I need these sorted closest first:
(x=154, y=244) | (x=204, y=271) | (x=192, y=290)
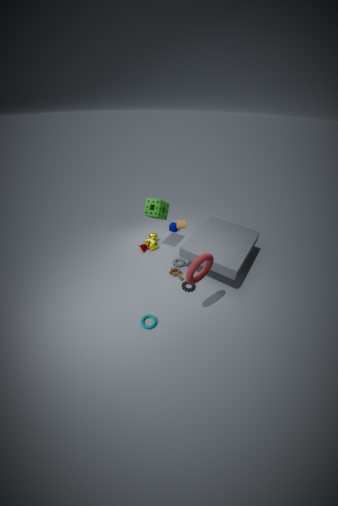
(x=204, y=271) < (x=192, y=290) < (x=154, y=244)
